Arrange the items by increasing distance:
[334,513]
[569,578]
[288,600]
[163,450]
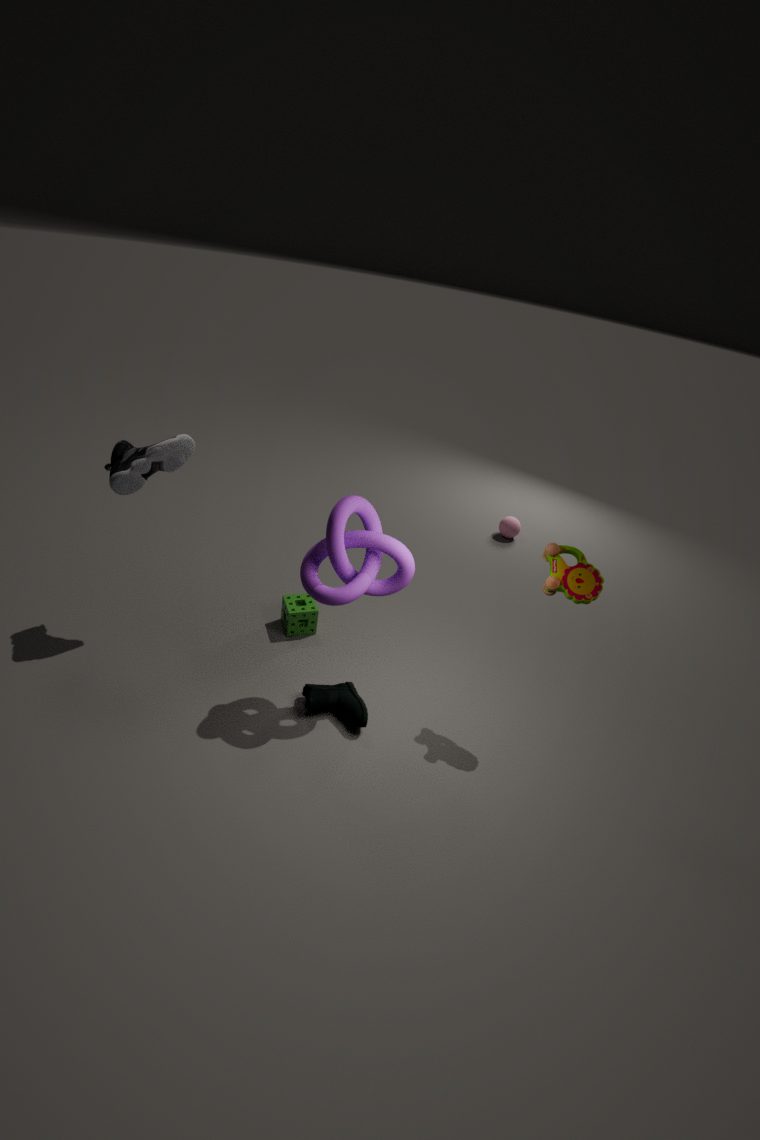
1. [334,513]
2. [569,578]
3. [163,450]
4. [288,600]
